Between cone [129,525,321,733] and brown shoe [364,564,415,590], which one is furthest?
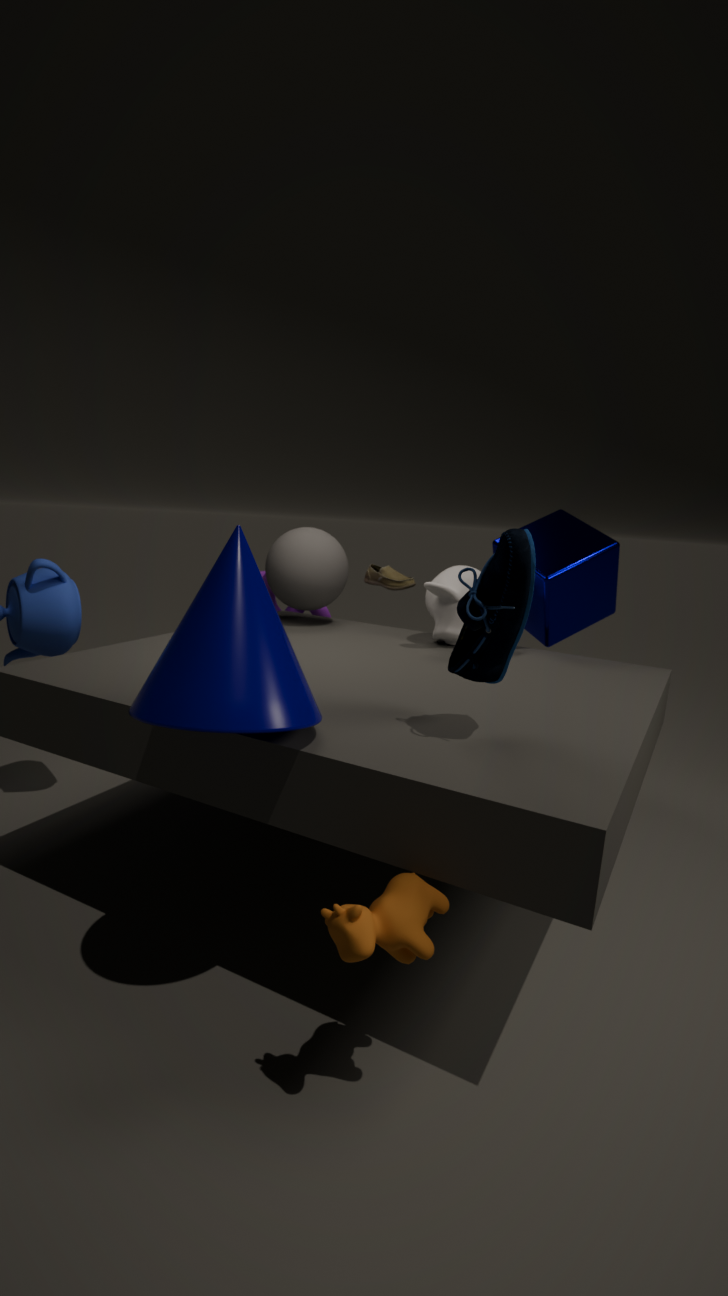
brown shoe [364,564,415,590]
